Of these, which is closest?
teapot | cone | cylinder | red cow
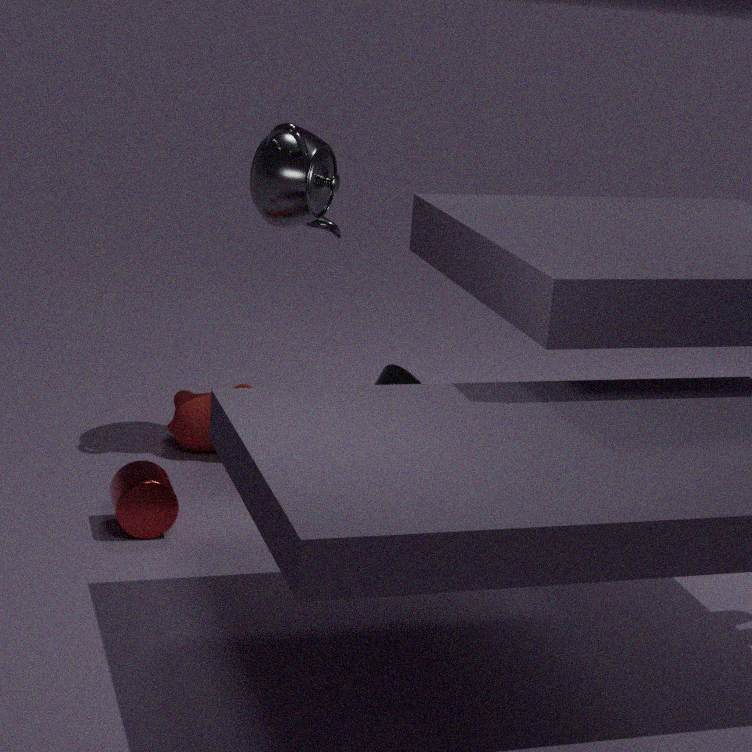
cylinder
